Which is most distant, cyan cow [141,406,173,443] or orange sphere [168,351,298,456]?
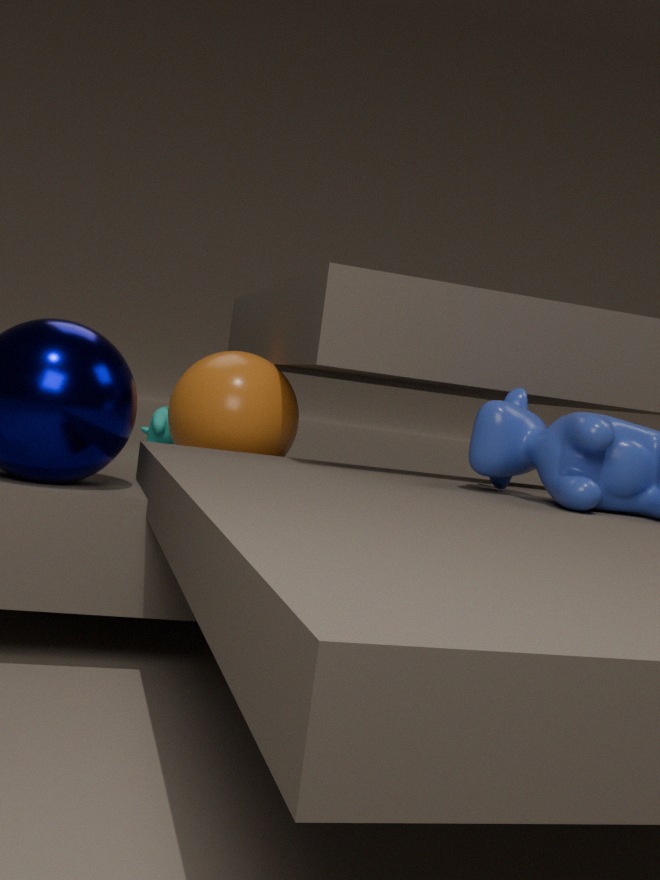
cyan cow [141,406,173,443]
